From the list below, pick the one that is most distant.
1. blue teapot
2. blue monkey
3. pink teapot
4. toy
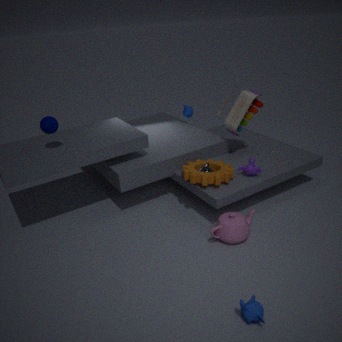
blue teapot
